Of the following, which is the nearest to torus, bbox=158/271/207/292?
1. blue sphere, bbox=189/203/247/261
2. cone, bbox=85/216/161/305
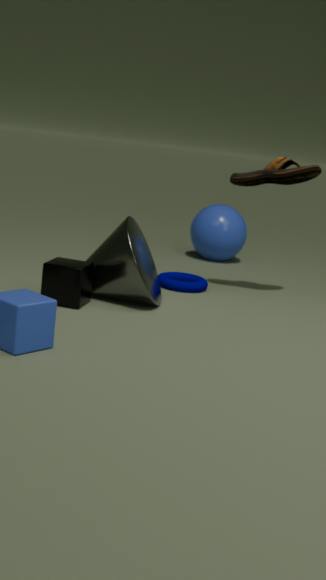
cone, bbox=85/216/161/305
